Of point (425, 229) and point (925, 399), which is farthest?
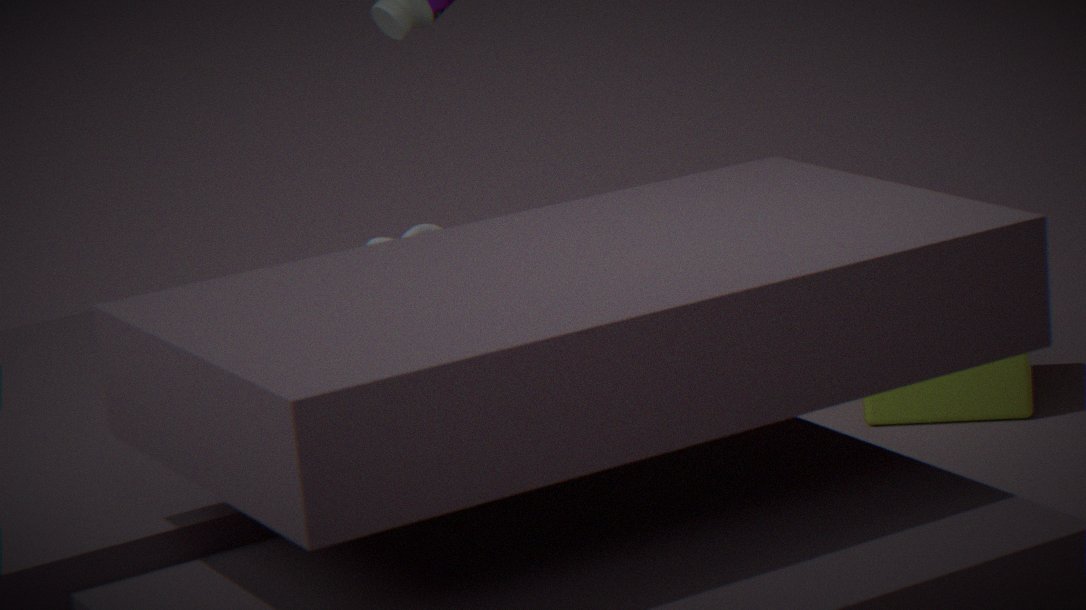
point (425, 229)
